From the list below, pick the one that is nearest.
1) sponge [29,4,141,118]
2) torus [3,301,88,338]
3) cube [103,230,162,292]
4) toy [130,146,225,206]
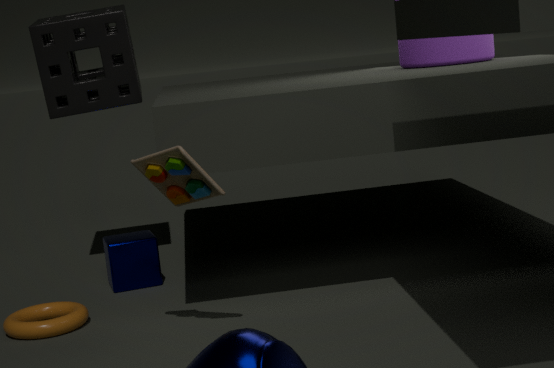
4. toy [130,146,225,206]
